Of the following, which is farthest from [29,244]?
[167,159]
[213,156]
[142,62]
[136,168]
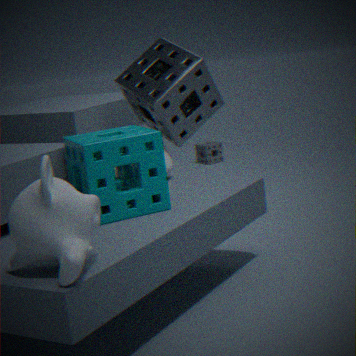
[213,156]
